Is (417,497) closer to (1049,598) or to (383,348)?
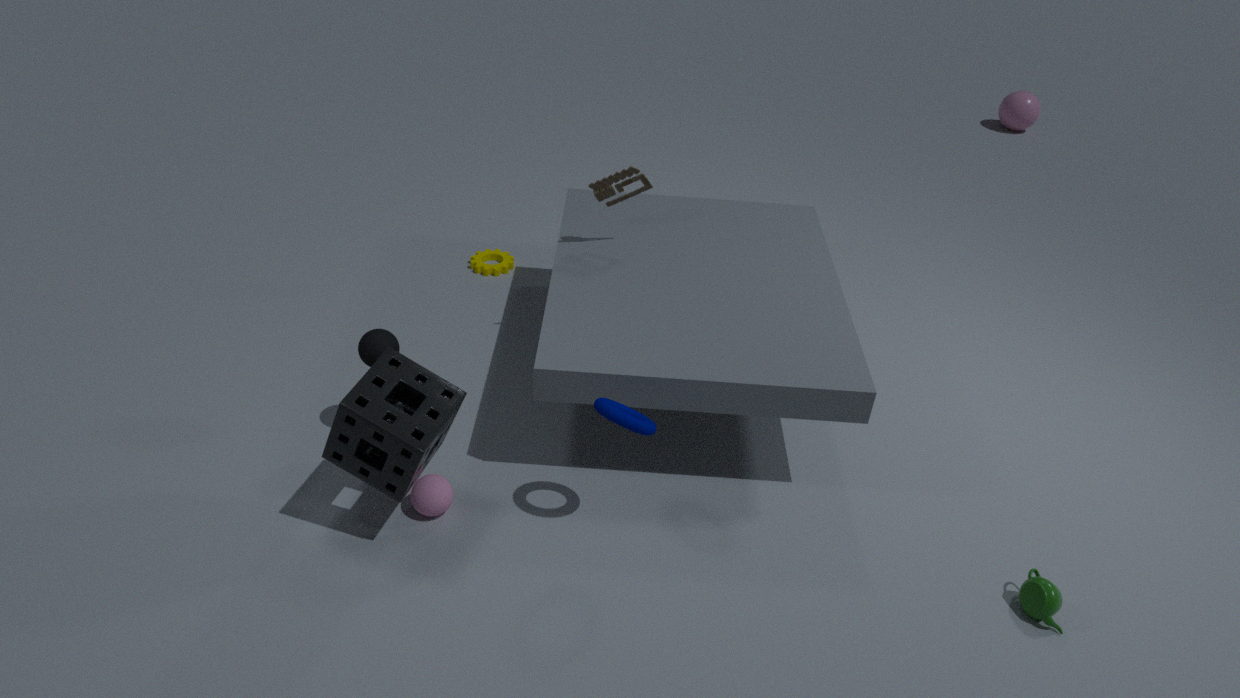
(383,348)
